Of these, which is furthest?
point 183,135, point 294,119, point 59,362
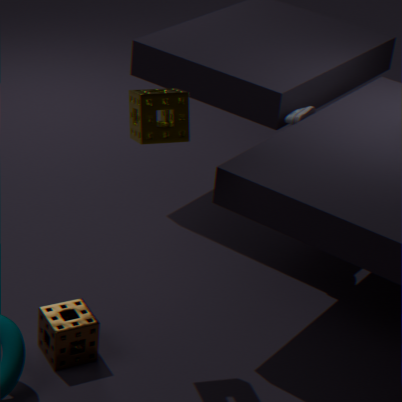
point 294,119
